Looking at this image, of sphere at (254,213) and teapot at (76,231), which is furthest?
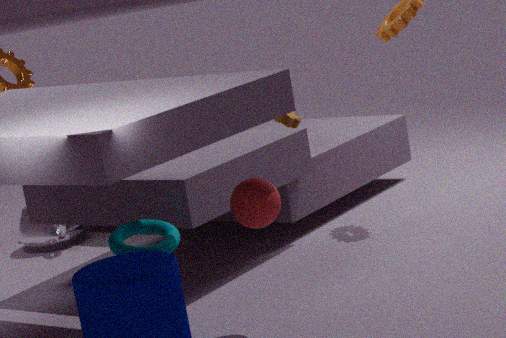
teapot at (76,231)
